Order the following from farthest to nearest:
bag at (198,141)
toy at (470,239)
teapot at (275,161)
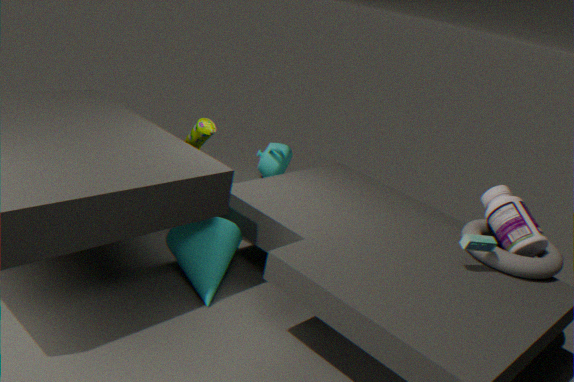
teapot at (275,161) → bag at (198,141) → toy at (470,239)
